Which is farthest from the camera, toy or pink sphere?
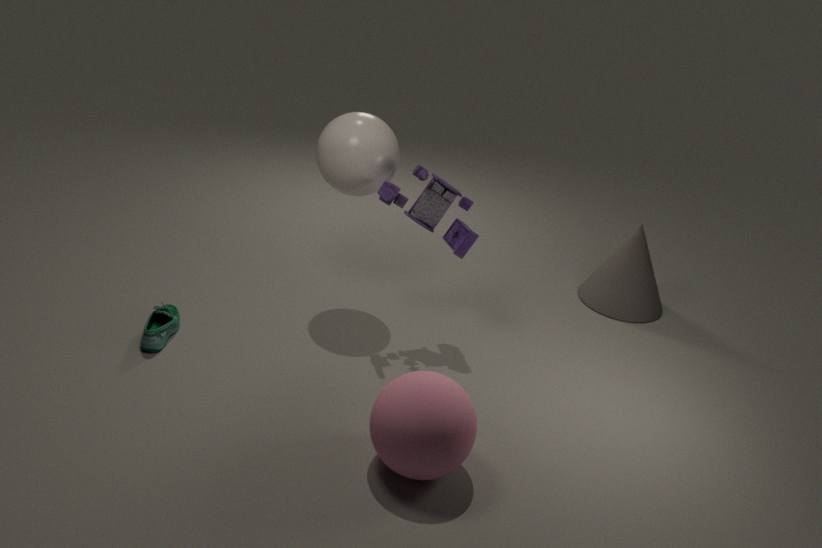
toy
